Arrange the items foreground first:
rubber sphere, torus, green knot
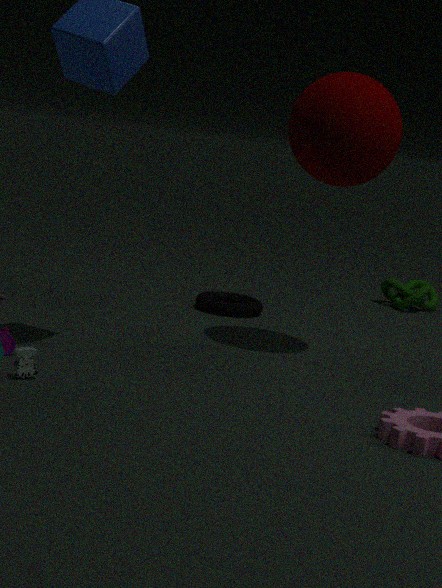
rubber sphere < torus < green knot
